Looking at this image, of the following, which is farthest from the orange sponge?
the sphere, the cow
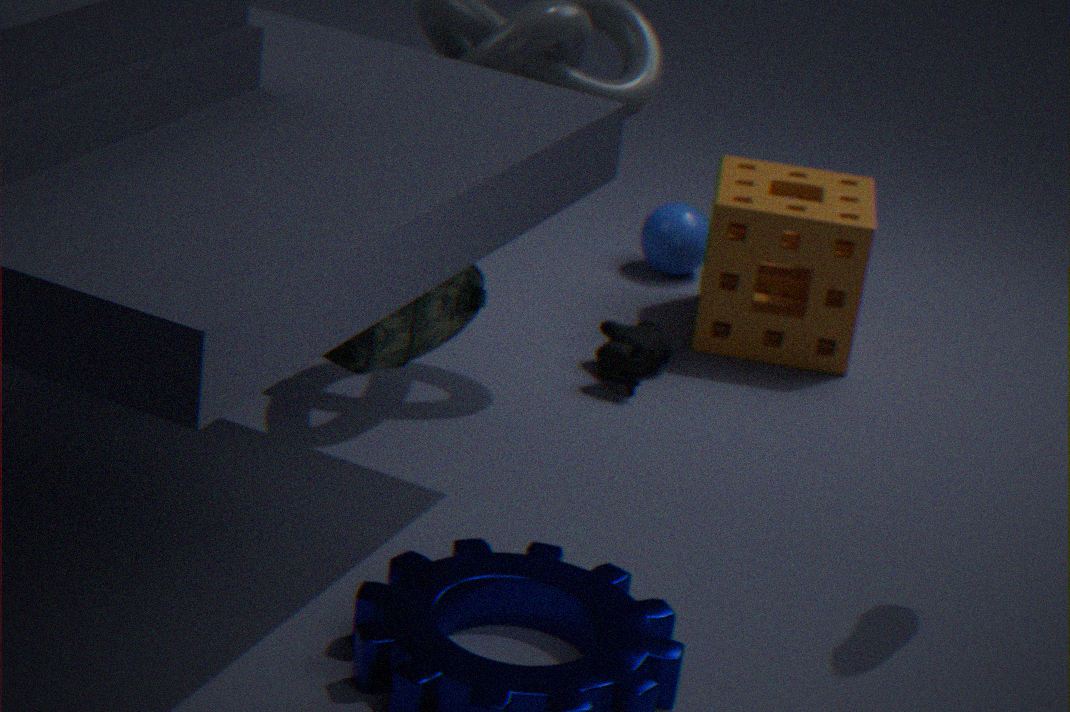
the cow
